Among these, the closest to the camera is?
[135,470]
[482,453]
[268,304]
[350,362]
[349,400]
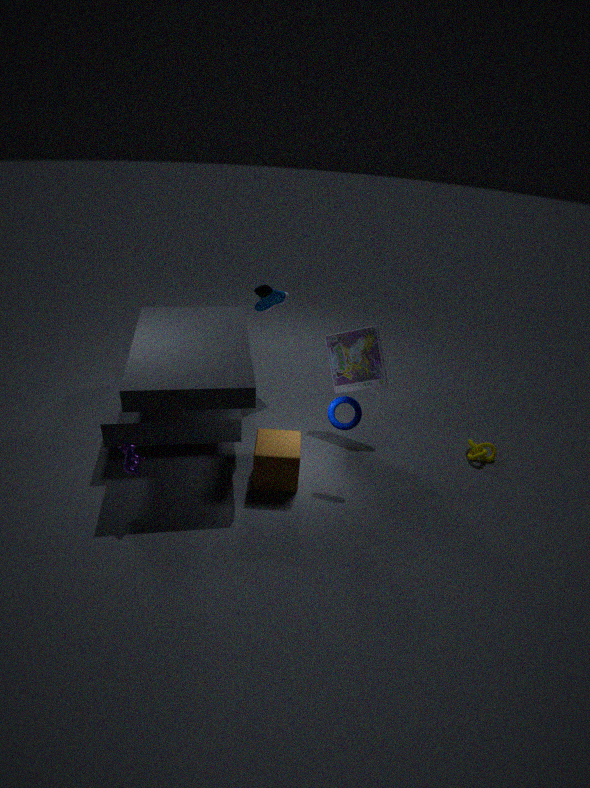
[135,470]
